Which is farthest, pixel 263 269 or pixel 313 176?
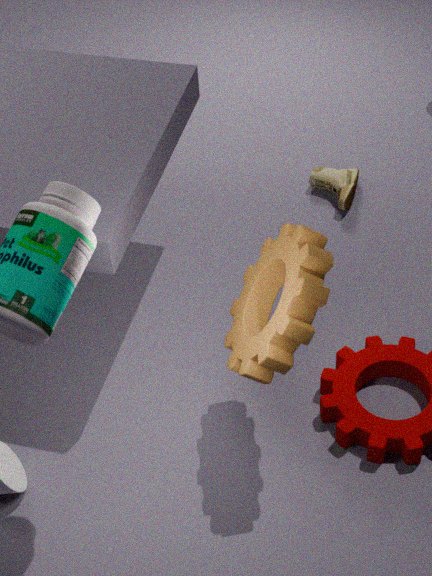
pixel 313 176
